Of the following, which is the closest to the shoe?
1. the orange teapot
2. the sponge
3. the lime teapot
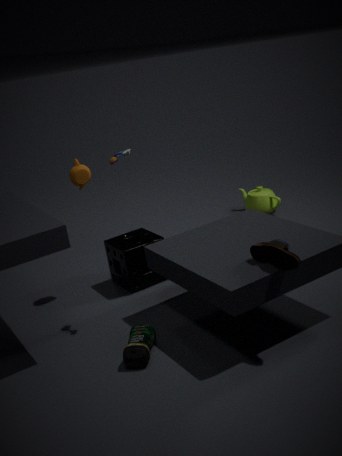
the sponge
